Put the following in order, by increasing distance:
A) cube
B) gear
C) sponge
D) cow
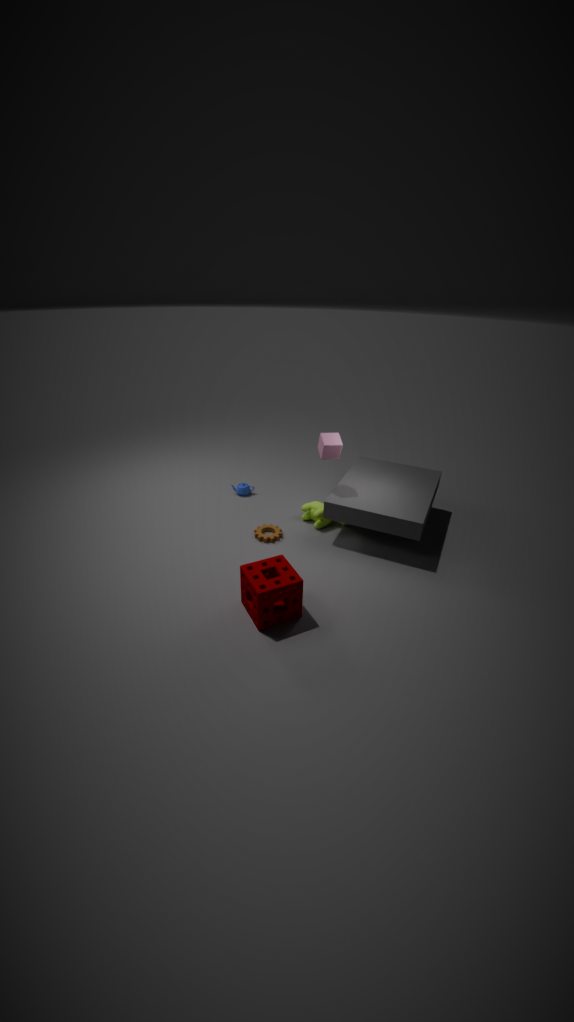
sponge → cube → gear → cow
